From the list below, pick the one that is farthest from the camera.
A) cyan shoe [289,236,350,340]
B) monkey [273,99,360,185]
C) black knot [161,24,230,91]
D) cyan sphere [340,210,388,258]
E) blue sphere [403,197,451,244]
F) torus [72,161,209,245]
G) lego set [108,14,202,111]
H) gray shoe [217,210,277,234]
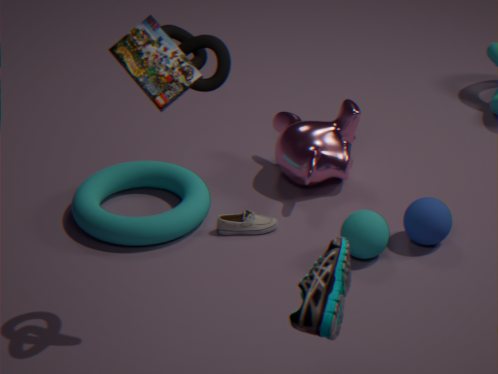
monkey [273,99,360,185]
